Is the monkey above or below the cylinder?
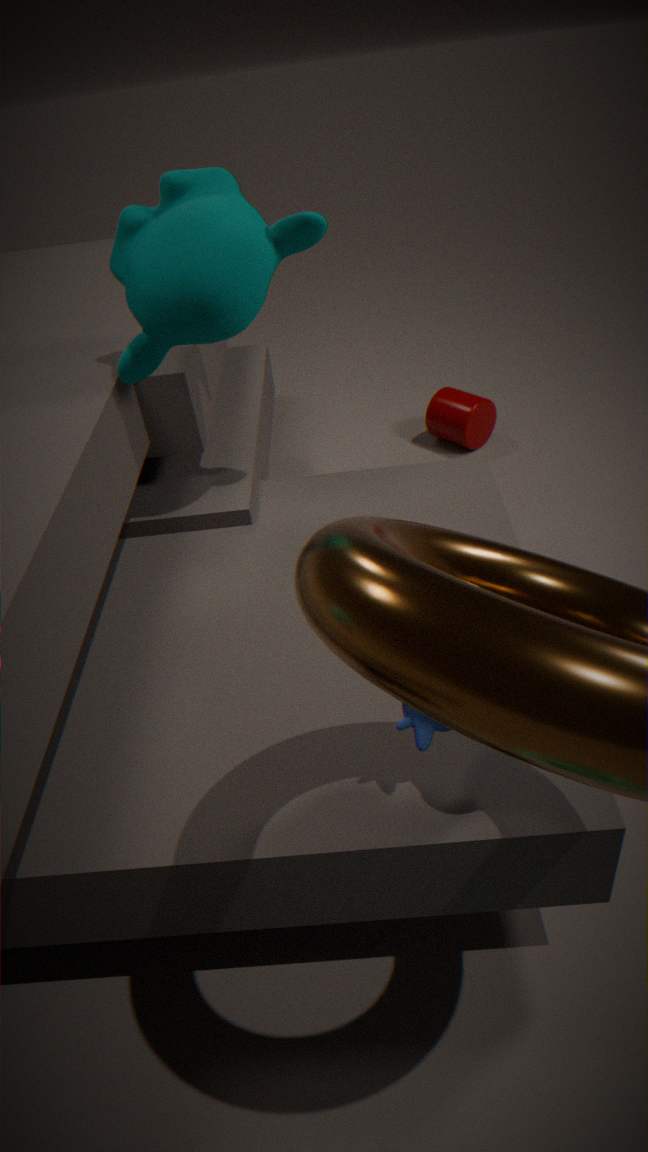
above
